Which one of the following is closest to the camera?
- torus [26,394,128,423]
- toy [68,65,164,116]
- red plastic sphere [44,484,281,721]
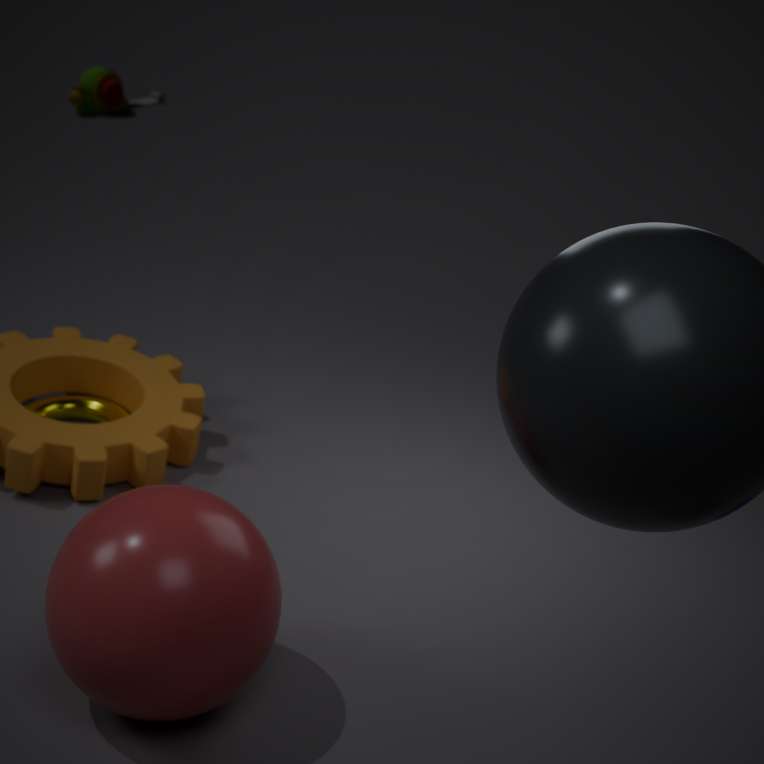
red plastic sphere [44,484,281,721]
